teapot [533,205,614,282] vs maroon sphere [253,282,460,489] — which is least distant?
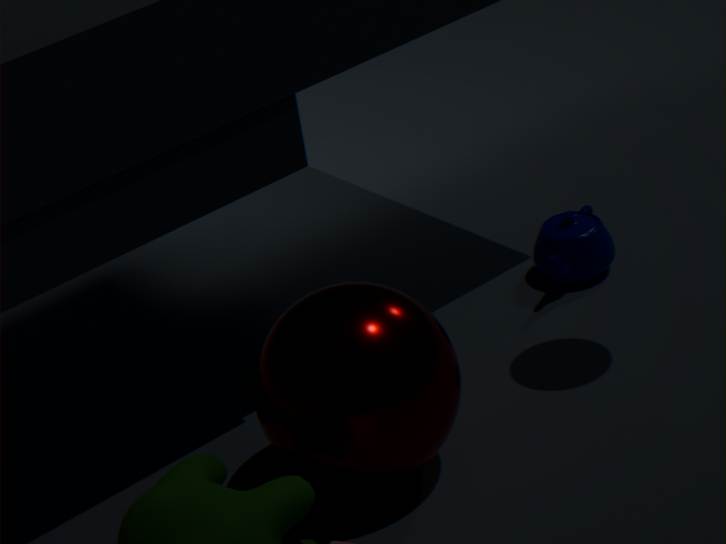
maroon sphere [253,282,460,489]
